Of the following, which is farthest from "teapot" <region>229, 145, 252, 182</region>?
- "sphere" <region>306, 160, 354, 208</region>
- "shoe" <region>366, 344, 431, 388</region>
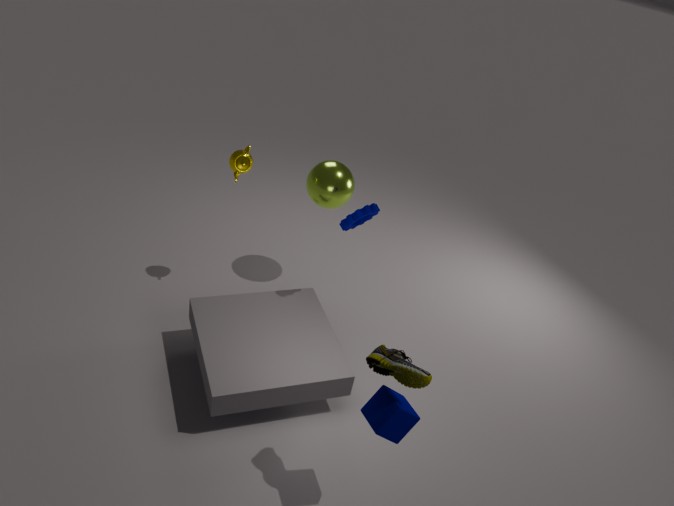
"shoe" <region>366, 344, 431, 388</region>
